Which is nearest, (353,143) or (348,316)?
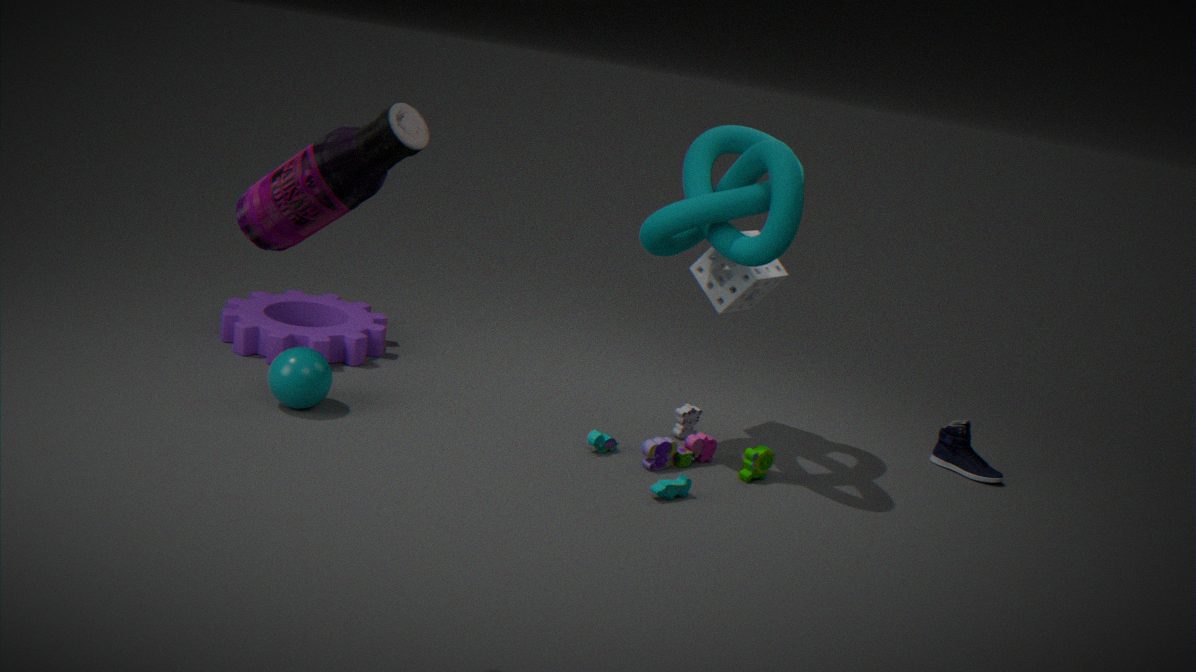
(353,143)
